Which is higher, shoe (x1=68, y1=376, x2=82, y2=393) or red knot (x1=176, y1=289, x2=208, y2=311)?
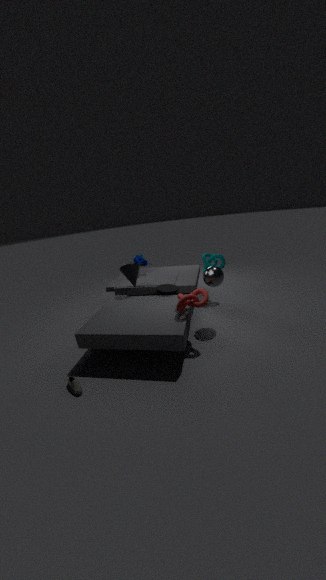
red knot (x1=176, y1=289, x2=208, y2=311)
